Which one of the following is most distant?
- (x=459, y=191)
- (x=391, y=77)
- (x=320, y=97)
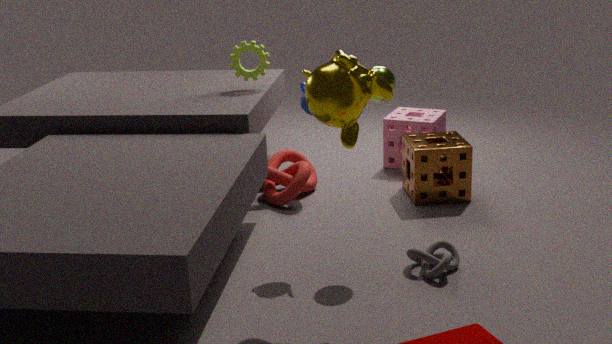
(x=459, y=191)
